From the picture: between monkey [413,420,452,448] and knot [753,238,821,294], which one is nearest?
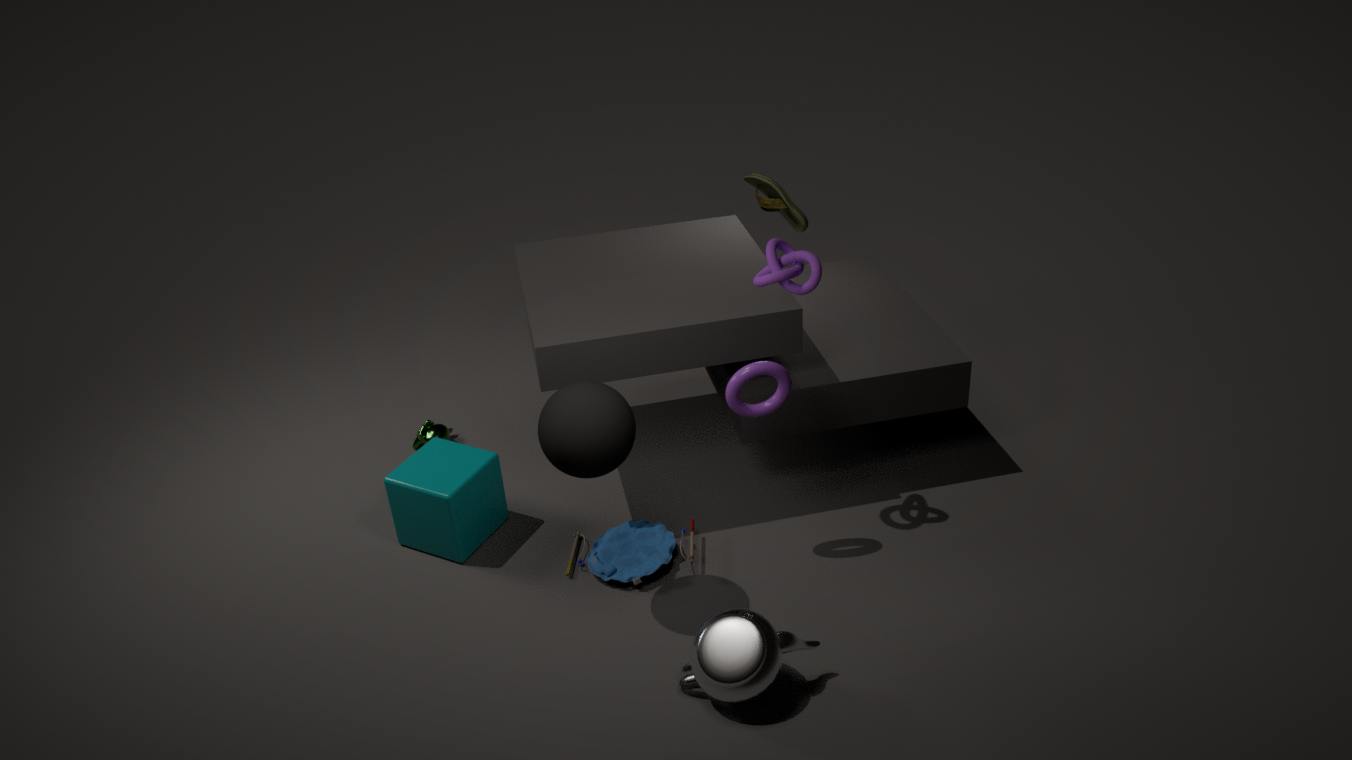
knot [753,238,821,294]
